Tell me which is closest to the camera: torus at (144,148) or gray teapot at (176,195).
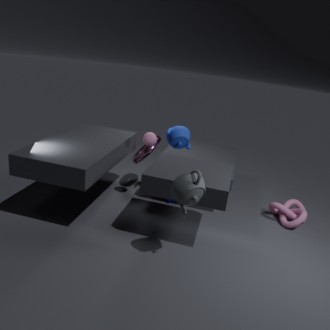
gray teapot at (176,195)
